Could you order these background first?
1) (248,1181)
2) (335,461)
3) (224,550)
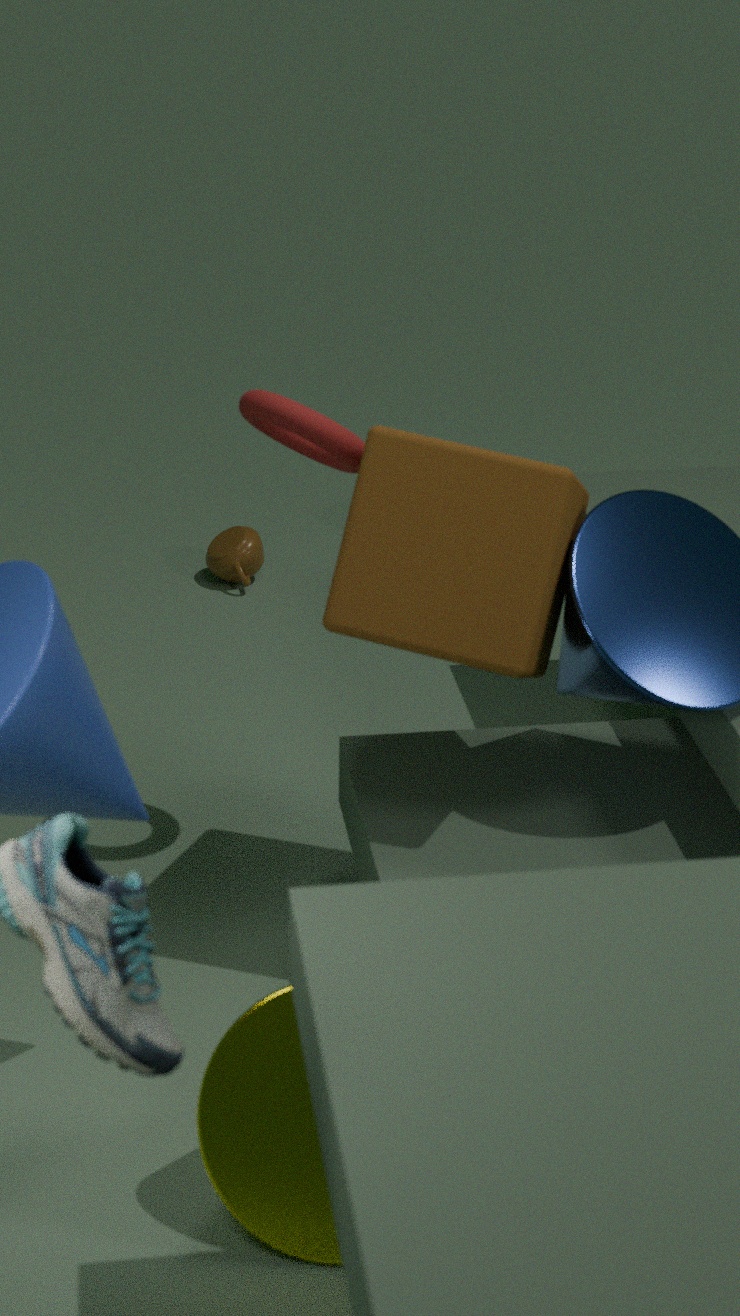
3. (224,550), 2. (335,461), 1. (248,1181)
